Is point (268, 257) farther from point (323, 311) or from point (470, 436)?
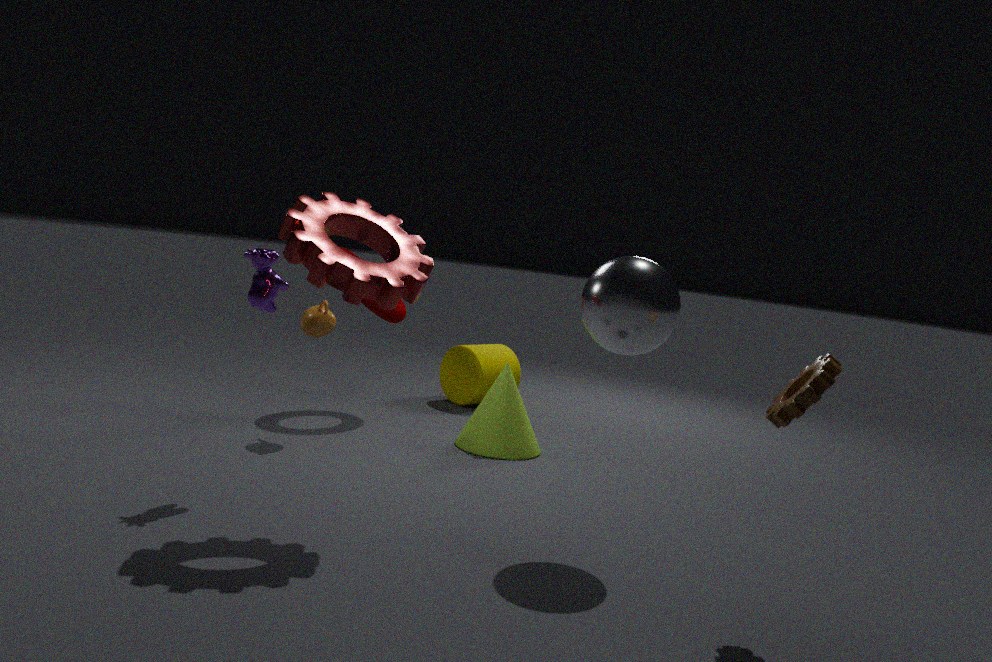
point (470, 436)
